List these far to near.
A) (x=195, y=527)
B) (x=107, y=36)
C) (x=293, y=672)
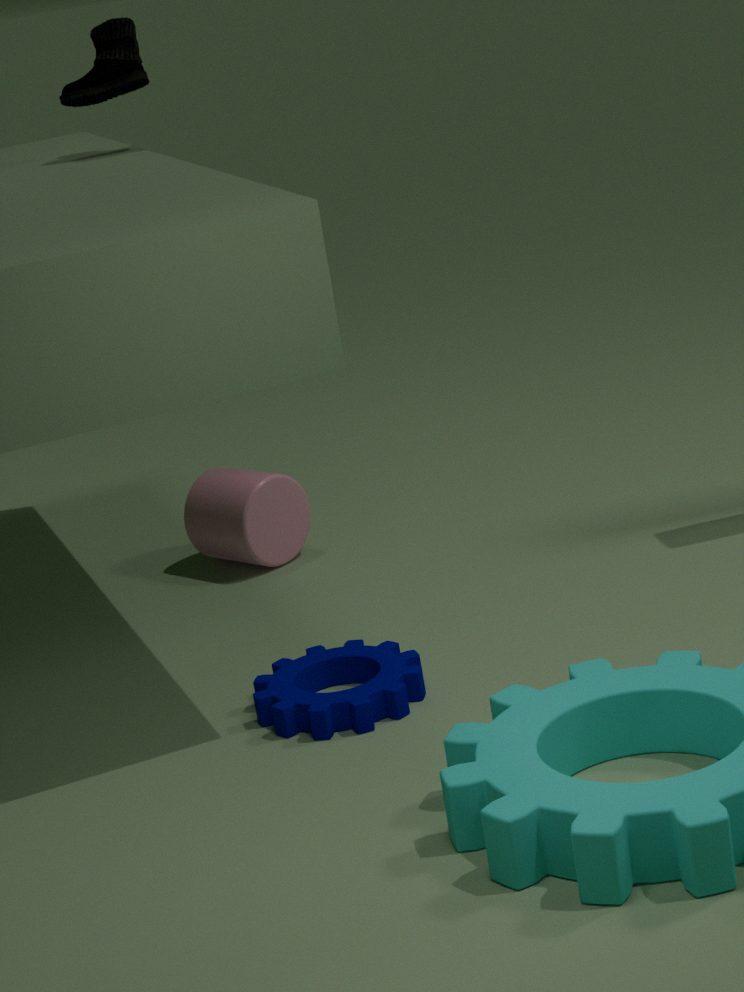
(x=195, y=527) < (x=107, y=36) < (x=293, y=672)
